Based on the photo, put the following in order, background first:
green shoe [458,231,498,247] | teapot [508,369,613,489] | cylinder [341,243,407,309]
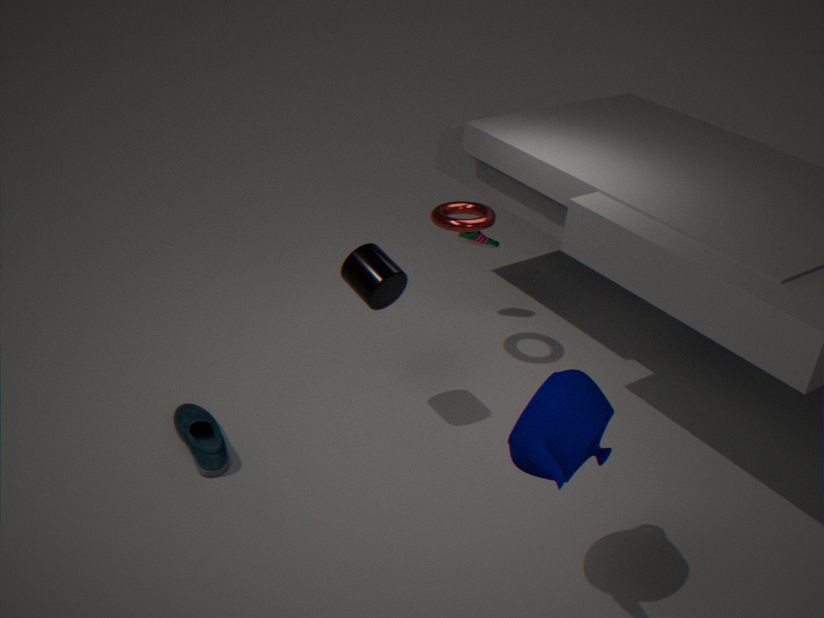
green shoe [458,231,498,247] → cylinder [341,243,407,309] → teapot [508,369,613,489]
